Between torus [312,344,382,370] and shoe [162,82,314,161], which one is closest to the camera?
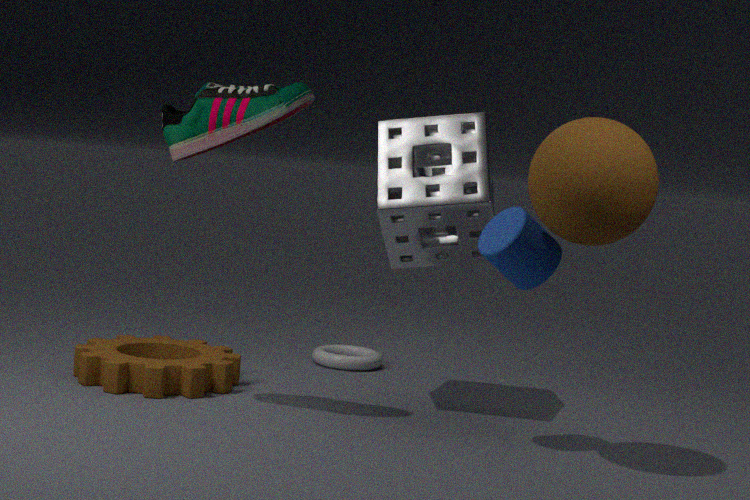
shoe [162,82,314,161]
